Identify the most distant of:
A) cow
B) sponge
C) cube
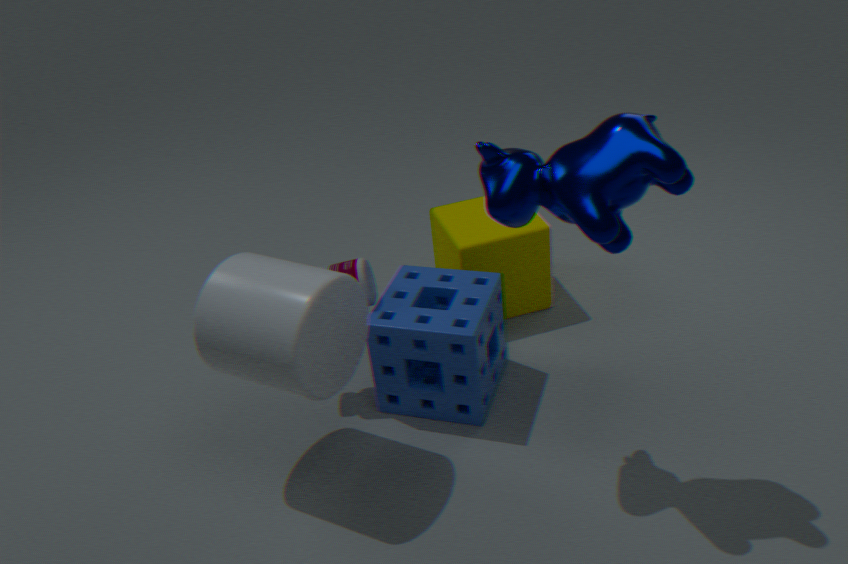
cube
